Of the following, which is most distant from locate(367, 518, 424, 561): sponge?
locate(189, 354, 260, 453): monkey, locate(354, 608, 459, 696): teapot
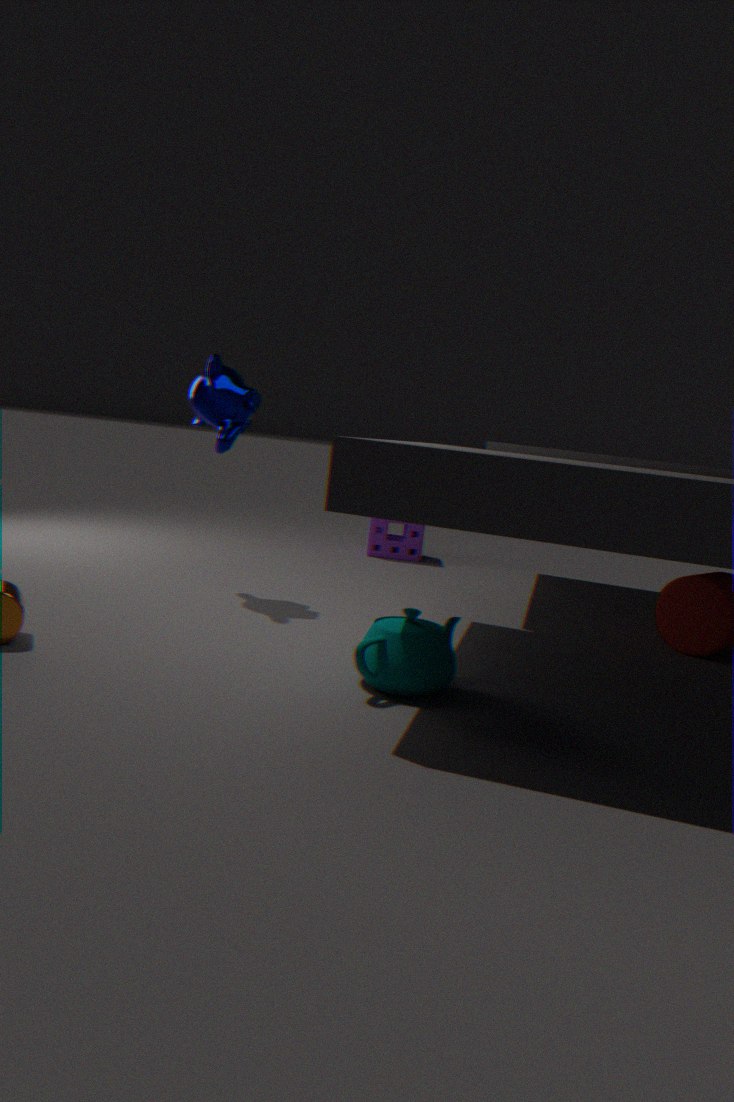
locate(354, 608, 459, 696): teapot
